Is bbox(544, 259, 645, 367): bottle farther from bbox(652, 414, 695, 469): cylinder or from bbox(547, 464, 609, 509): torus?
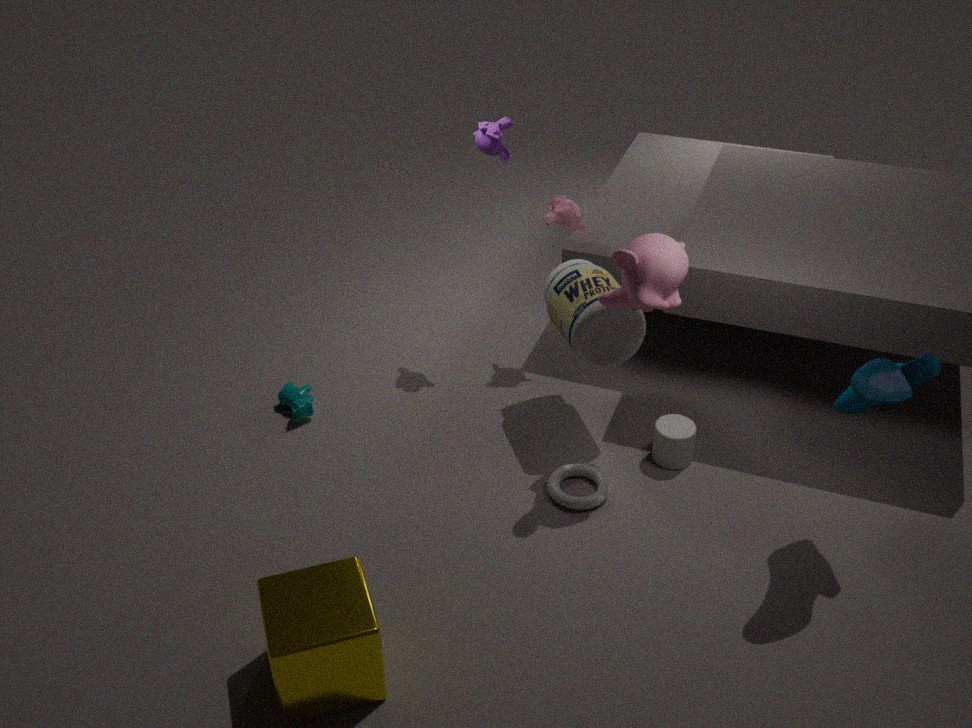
bbox(547, 464, 609, 509): torus
